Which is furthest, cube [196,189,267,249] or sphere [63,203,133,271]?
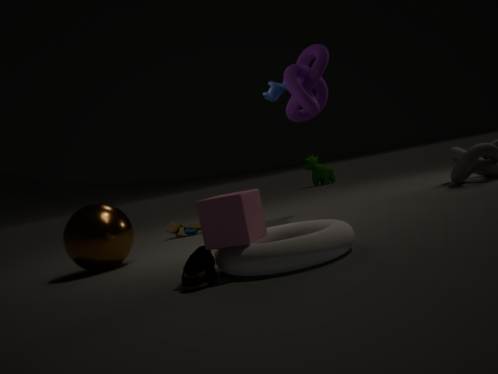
sphere [63,203,133,271]
